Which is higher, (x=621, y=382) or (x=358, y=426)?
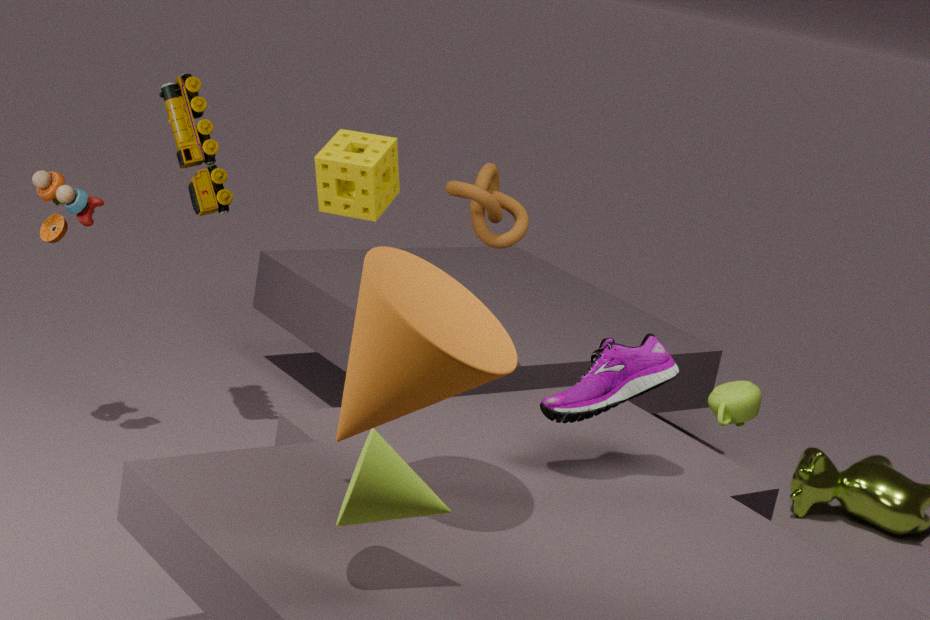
(x=358, y=426)
